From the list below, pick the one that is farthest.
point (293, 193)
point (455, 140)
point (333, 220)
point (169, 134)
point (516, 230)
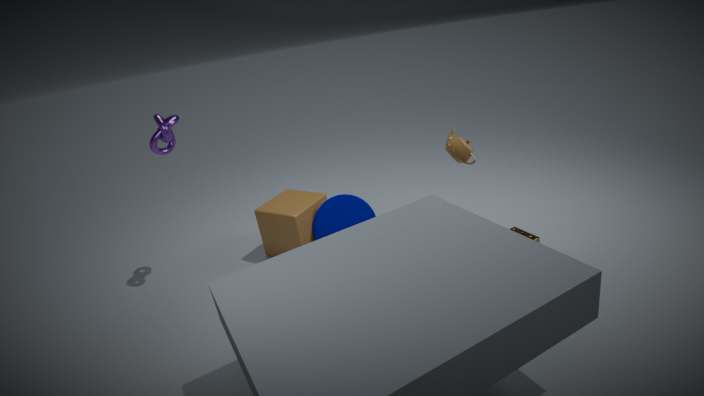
point (293, 193)
